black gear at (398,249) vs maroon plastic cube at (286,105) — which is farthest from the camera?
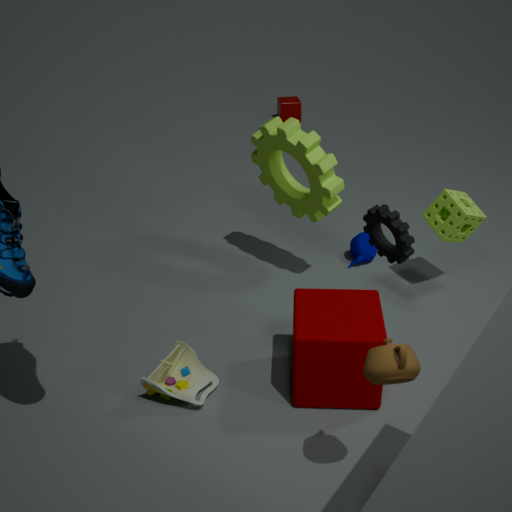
maroon plastic cube at (286,105)
